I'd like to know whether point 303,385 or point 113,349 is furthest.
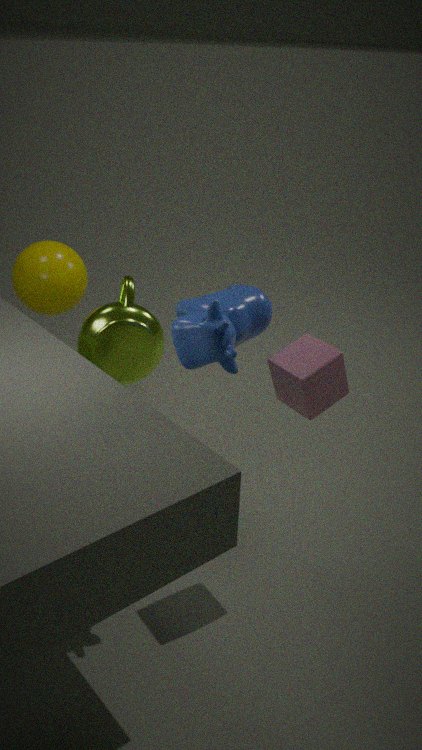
point 113,349
